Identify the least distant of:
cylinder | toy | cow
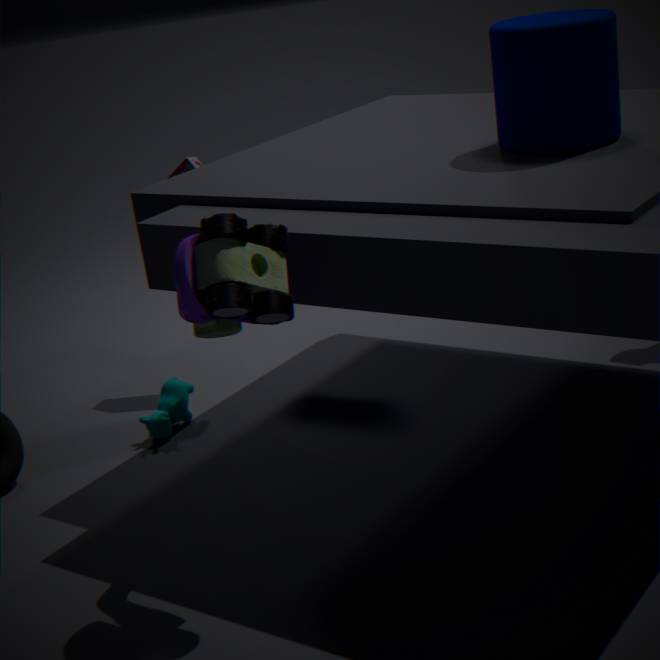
toy
